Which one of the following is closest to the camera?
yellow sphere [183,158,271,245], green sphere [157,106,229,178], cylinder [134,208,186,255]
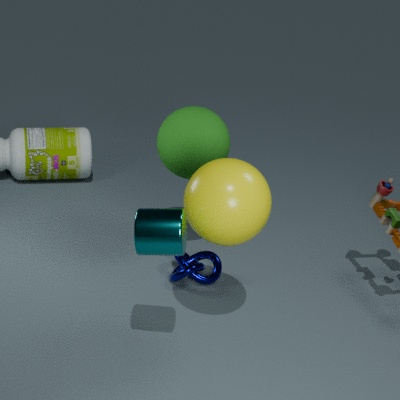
cylinder [134,208,186,255]
